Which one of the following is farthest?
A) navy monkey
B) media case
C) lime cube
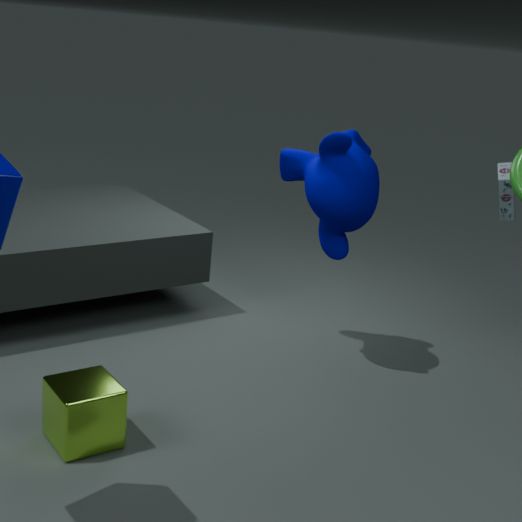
media case
